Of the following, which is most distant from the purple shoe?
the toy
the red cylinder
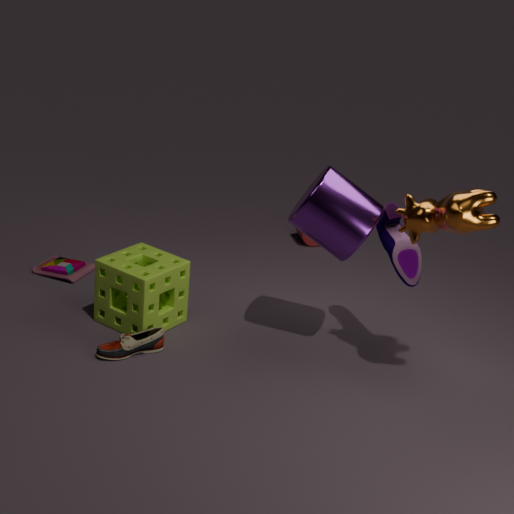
the toy
